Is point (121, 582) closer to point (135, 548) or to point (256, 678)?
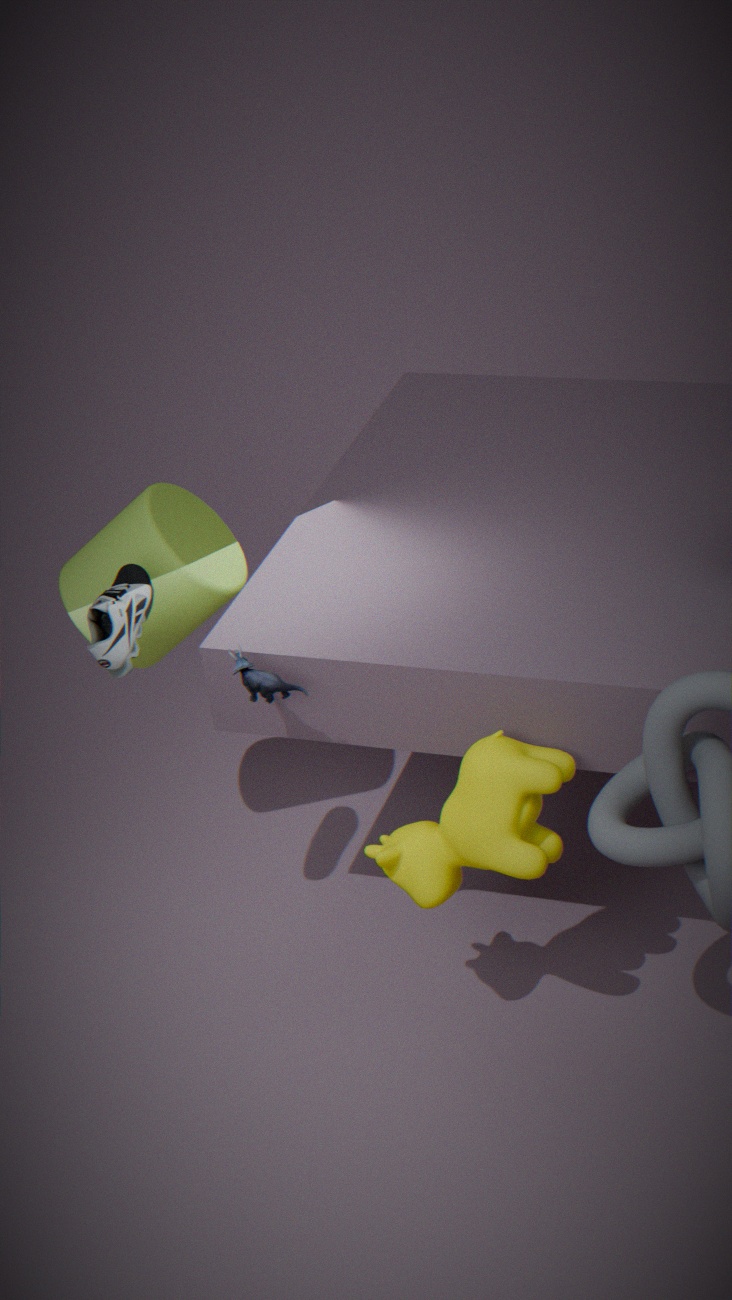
point (256, 678)
